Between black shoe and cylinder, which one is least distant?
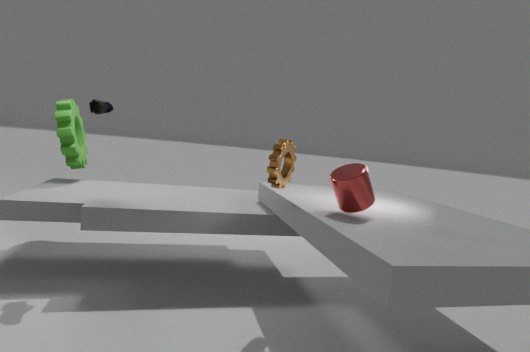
cylinder
